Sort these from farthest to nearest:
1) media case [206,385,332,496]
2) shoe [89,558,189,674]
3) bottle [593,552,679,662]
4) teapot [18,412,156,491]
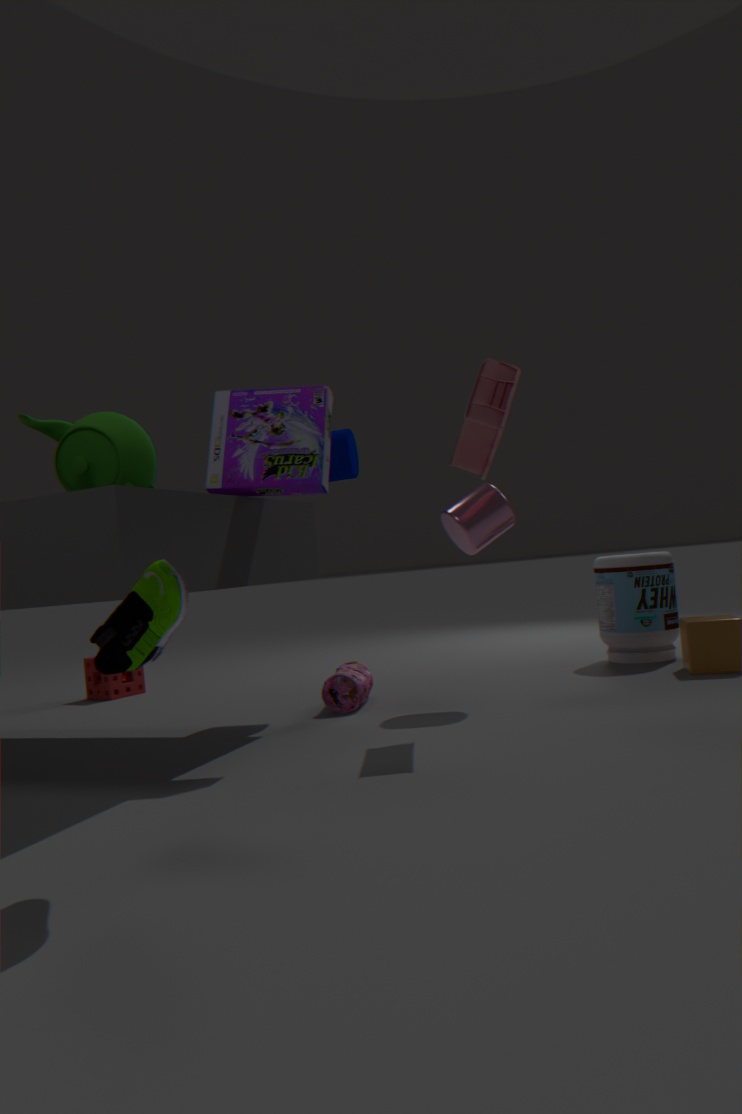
3. bottle [593,552,679,662], 4. teapot [18,412,156,491], 1. media case [206,385,332,496], 2. shoe [89,558,189,674]
